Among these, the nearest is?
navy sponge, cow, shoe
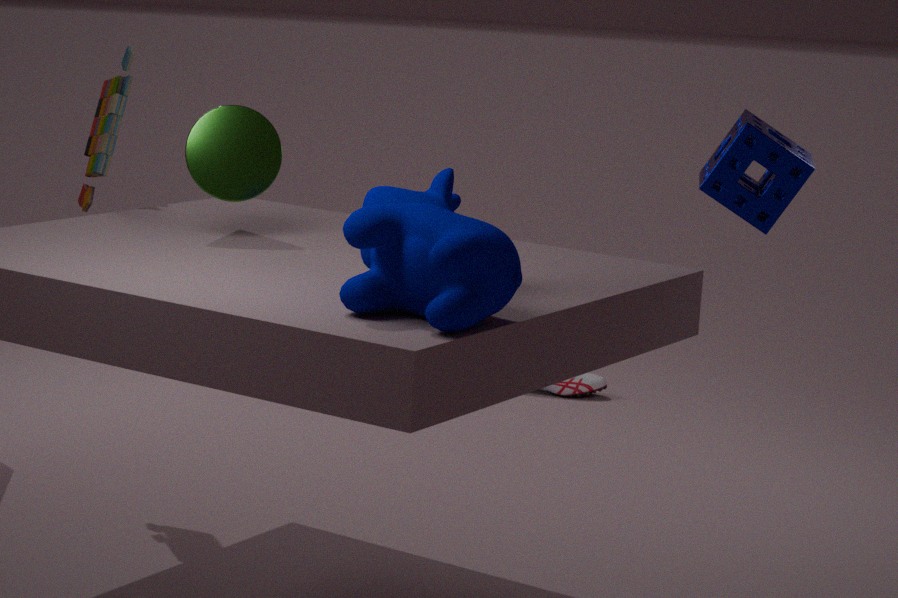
cow
